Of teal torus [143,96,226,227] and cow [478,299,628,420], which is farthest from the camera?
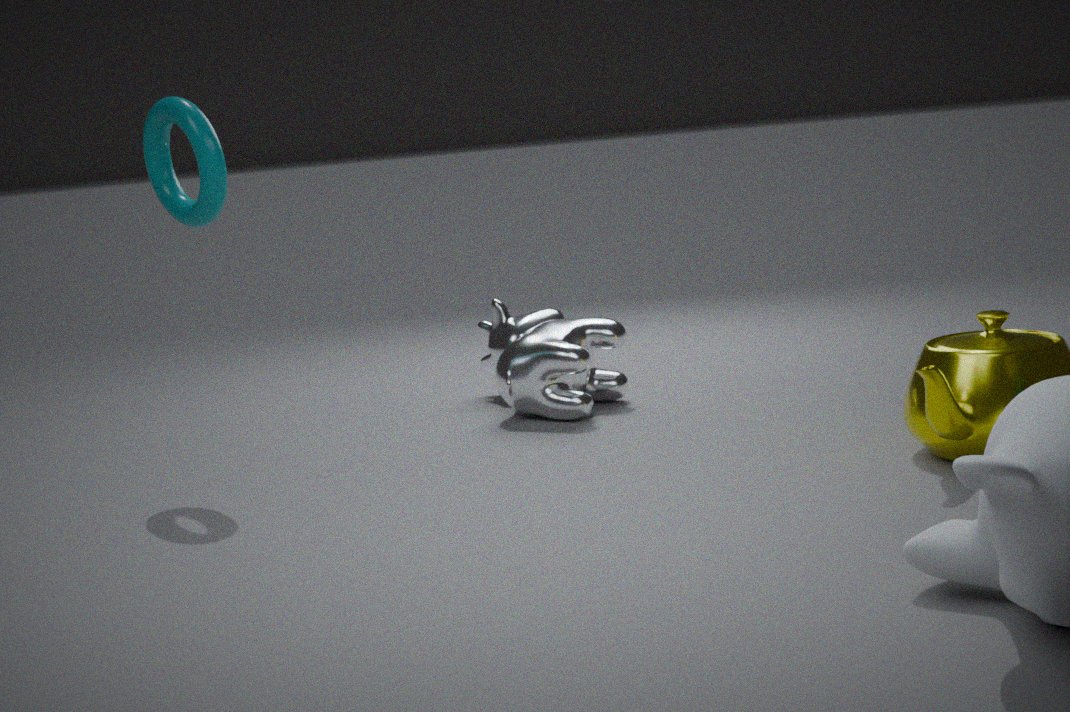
cow [478,299,628,420]
